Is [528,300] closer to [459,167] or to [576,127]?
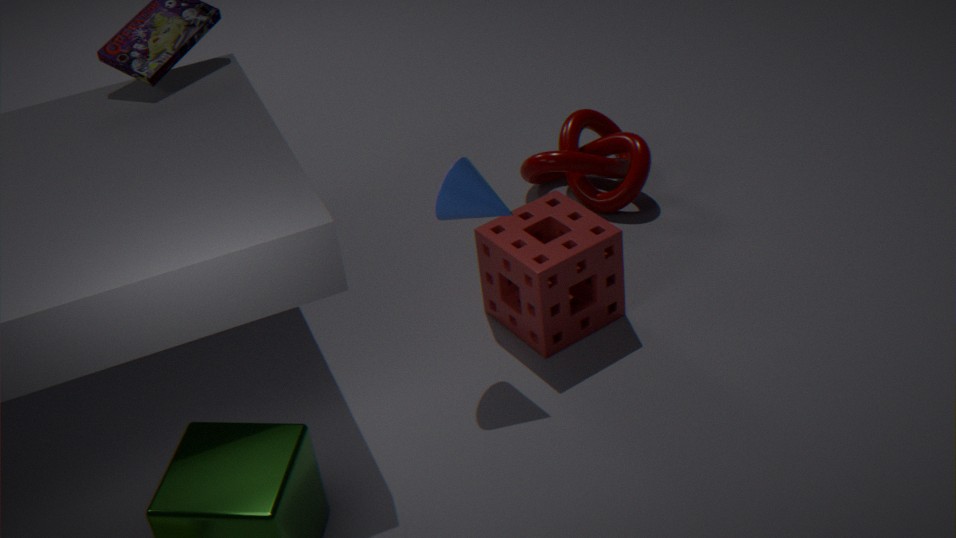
[459,167]
